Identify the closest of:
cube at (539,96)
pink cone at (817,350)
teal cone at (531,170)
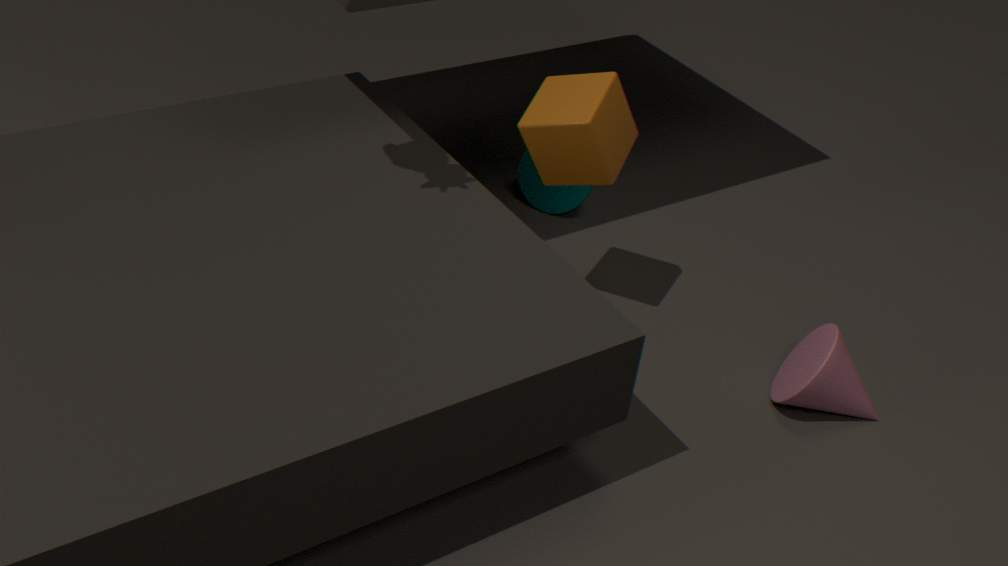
pink cone at (817,350)
